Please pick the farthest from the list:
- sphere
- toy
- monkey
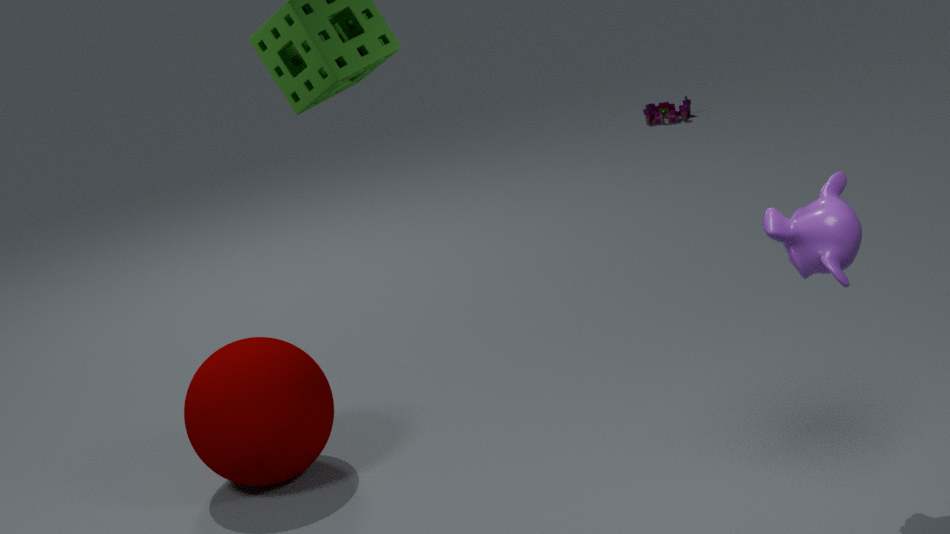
toy
